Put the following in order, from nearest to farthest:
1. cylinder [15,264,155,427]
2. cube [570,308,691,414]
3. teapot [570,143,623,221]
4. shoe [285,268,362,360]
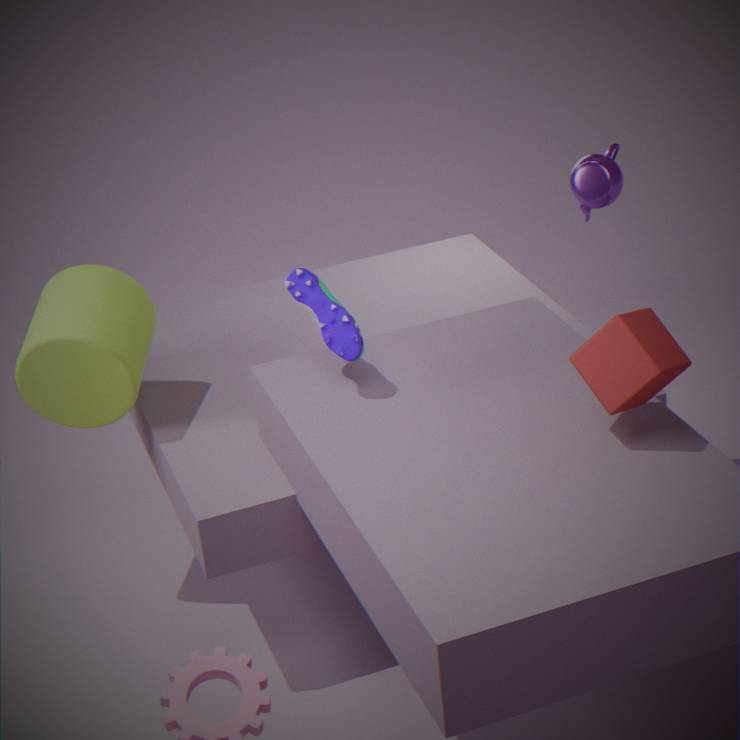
cube [570,308,691,414], shoe [285,268,362,360], cylinder [15,264,155,427], teapot [570,143,623,221]
